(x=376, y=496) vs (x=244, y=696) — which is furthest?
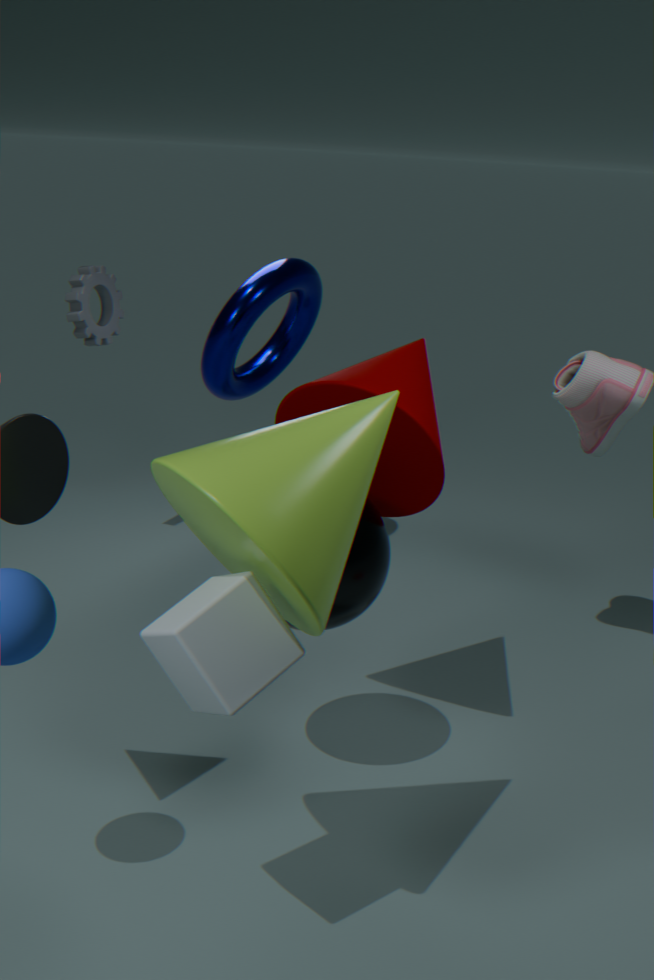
(x=376, y=496)
